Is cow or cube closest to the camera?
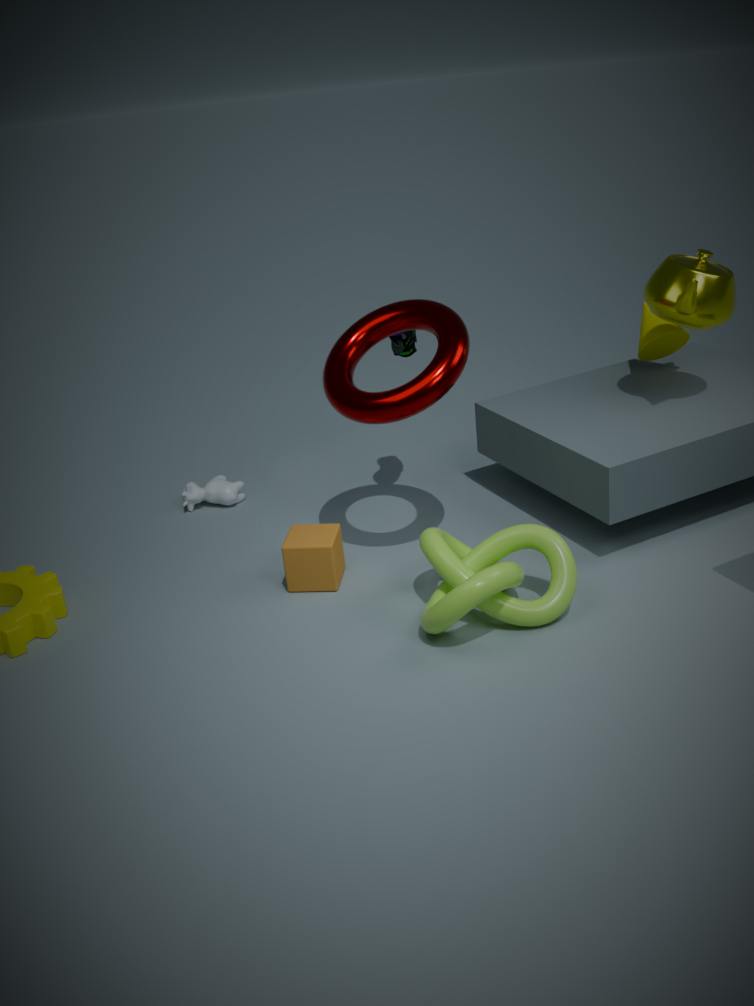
cube
